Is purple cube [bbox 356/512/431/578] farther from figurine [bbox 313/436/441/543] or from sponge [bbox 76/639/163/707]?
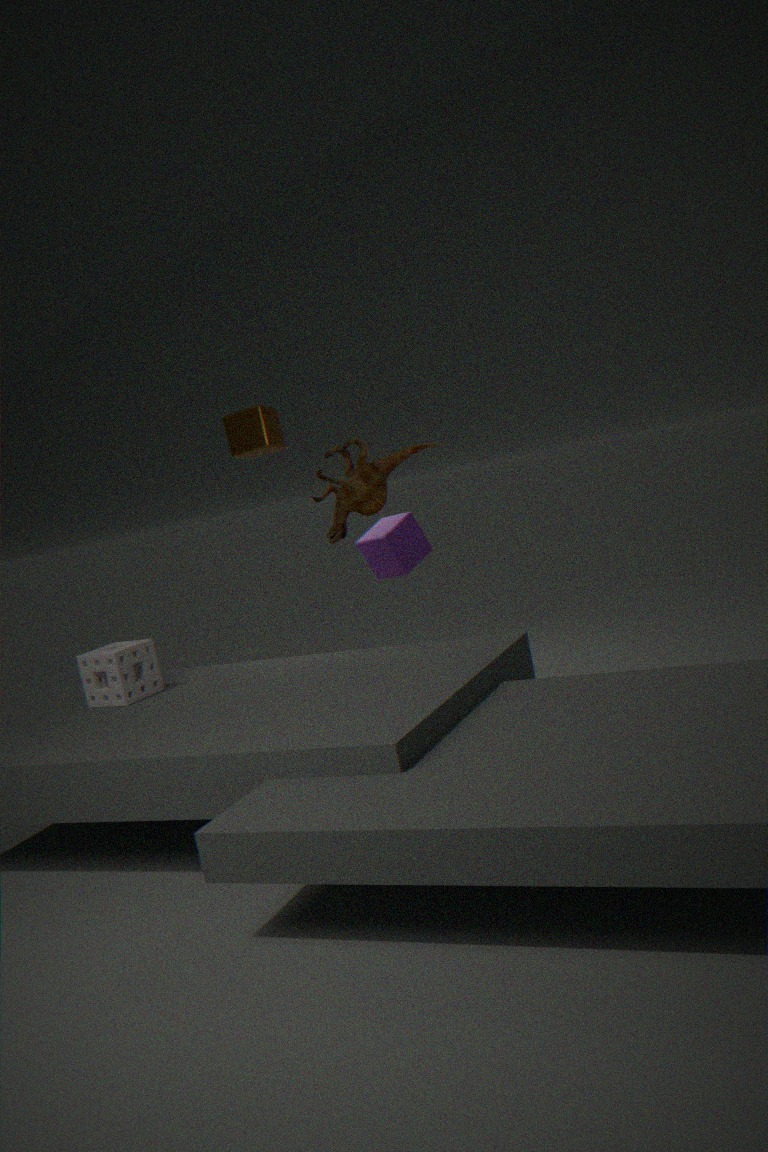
sponge [bbox 76/639/163/707]
